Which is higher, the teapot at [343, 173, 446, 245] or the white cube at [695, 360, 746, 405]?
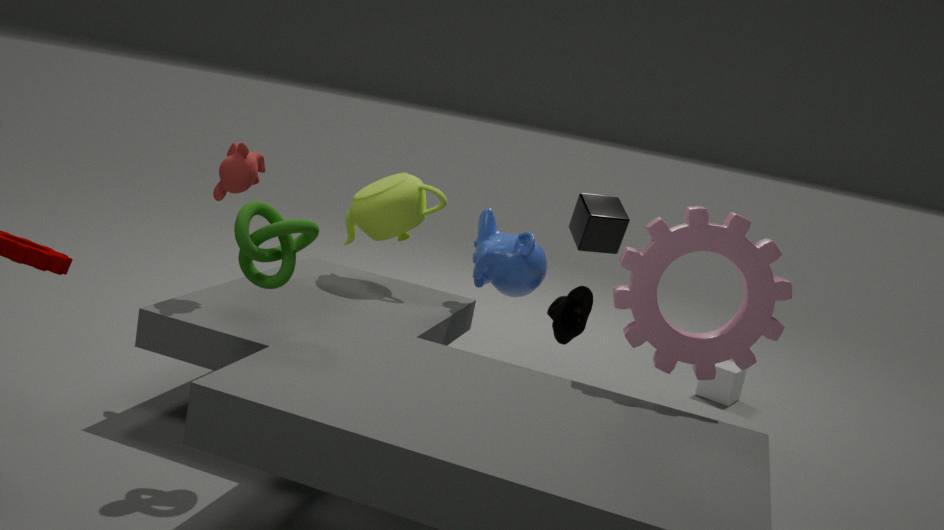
the teapot at [343, 173, 446, 245]
